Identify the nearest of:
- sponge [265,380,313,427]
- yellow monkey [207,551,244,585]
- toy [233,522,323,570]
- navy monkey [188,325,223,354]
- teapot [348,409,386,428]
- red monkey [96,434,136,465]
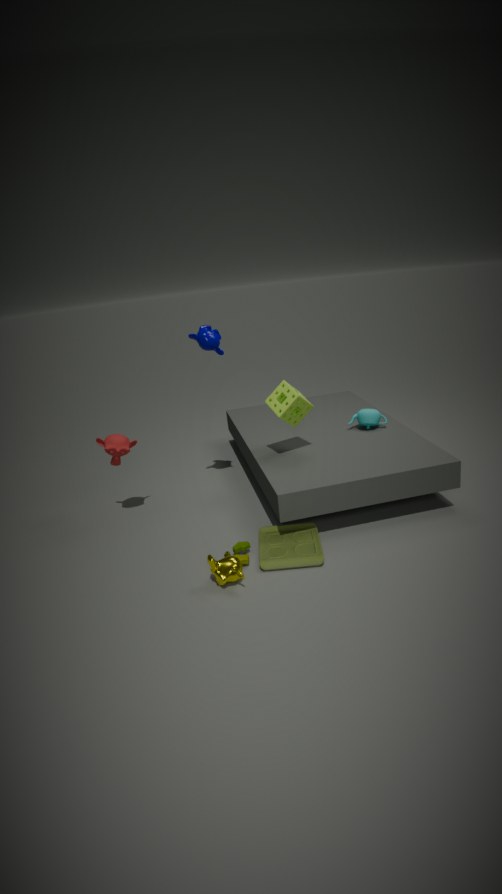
yellow monkey [207,551,244,585]
